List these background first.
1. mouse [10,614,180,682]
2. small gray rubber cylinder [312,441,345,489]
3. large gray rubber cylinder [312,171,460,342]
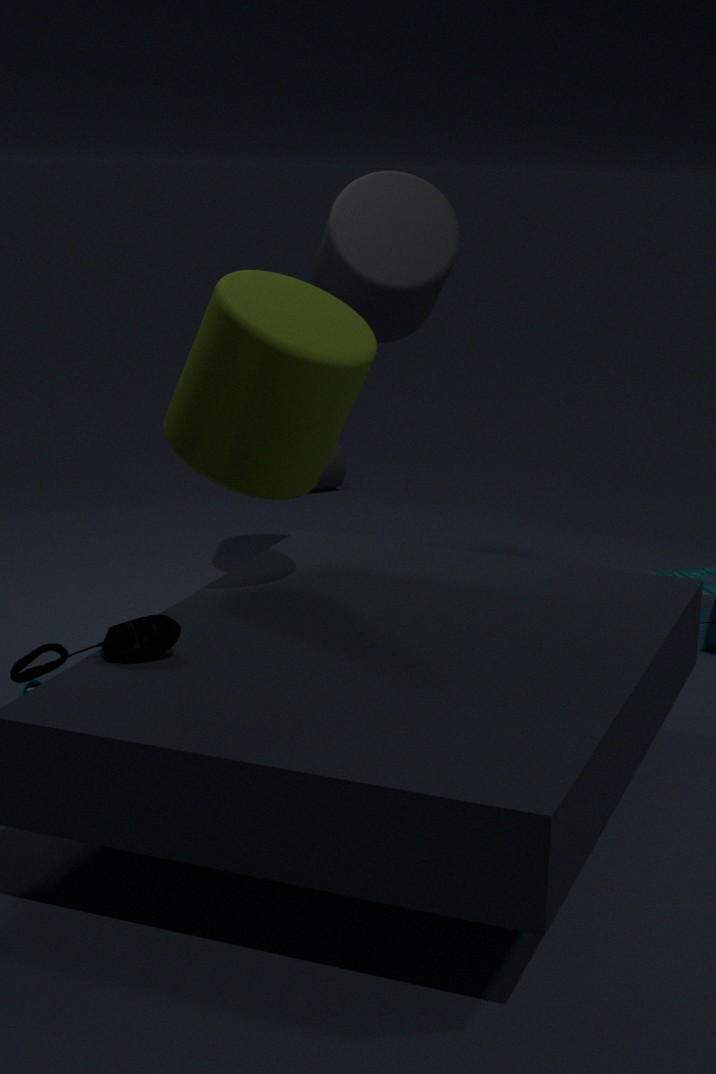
small gray rubber cylinder [312,441,345,489] < large gray rubber cylinder [312,171,460,342] < mouse [10,614,180,682]
